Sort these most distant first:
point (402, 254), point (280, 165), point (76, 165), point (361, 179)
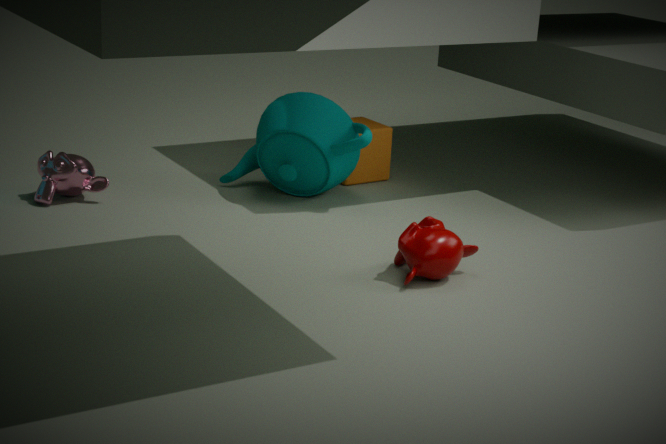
1. point (361, 179)
2. point (280, 165)
3. point (76, 165)
4. point (402, 254)
